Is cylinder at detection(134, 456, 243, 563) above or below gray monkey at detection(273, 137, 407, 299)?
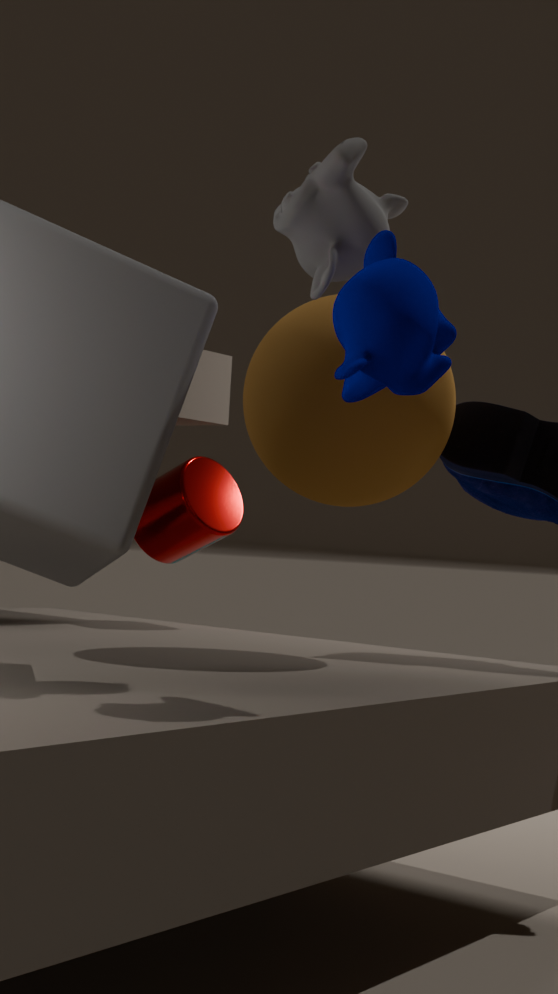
below
